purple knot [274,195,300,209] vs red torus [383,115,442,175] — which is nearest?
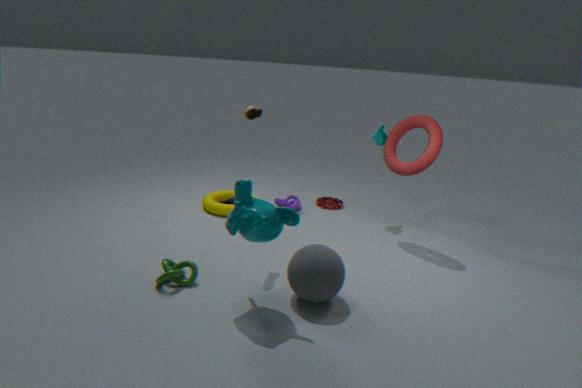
red torus [383,115,442,175]
